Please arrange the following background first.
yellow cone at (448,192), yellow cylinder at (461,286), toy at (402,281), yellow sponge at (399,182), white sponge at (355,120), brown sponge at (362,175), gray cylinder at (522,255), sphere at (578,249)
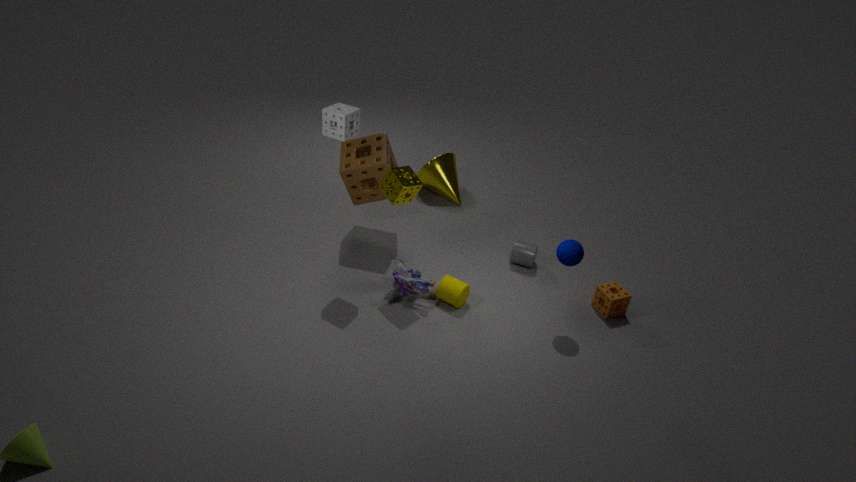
yellow cone at (448,192), gray cylinder at (522,255), brown sponge at (362,175), yellow cylinder at (461,286), toy at (402,281), yellow sponge at (399,182), sphere at (578,249), white sponge at (355,120)
